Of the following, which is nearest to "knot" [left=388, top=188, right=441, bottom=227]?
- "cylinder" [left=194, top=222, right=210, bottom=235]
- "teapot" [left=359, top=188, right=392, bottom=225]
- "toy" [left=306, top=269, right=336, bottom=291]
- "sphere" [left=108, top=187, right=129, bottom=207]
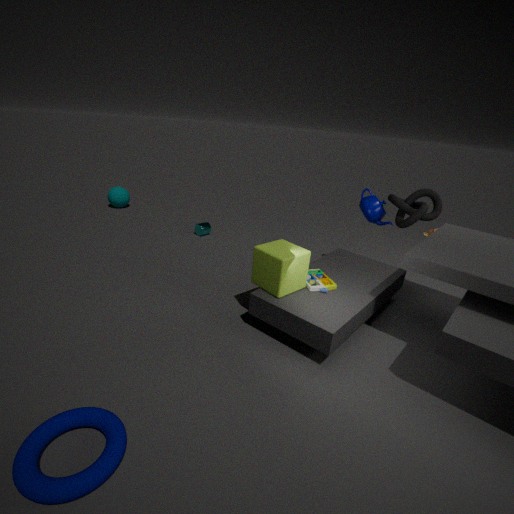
"teapot" [left=359, top=188, right=392, bottom=225]
